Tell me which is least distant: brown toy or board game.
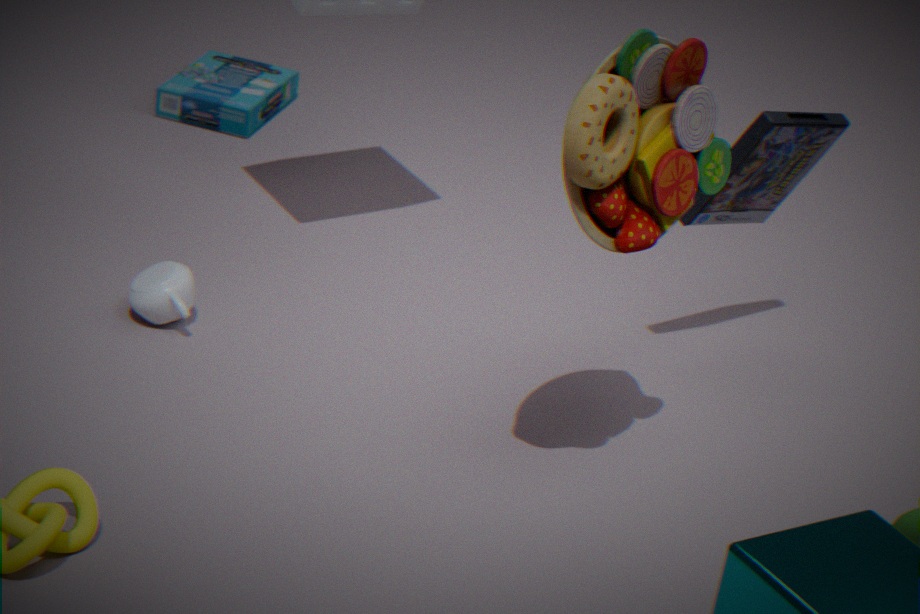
brown toy
